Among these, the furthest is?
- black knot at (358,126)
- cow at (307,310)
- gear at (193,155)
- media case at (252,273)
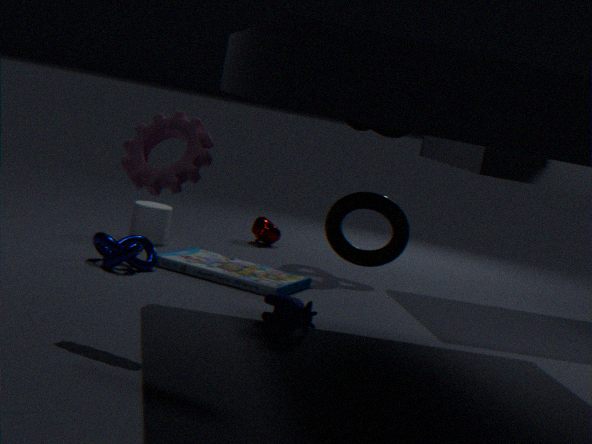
black knot at (358,126)
